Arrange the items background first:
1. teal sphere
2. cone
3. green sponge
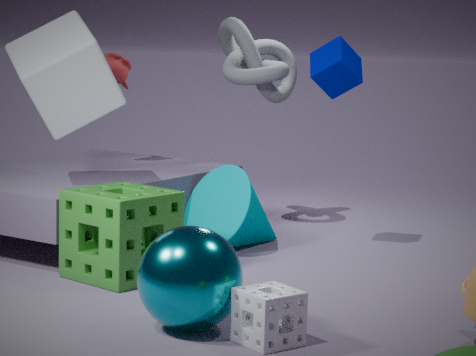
cone, green sponge, teal sphere
